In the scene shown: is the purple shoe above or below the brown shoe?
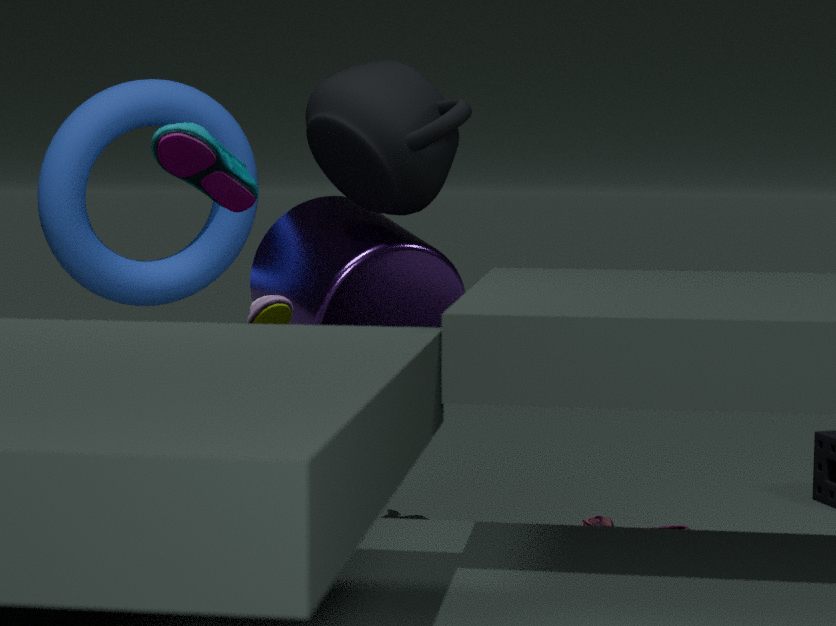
above
